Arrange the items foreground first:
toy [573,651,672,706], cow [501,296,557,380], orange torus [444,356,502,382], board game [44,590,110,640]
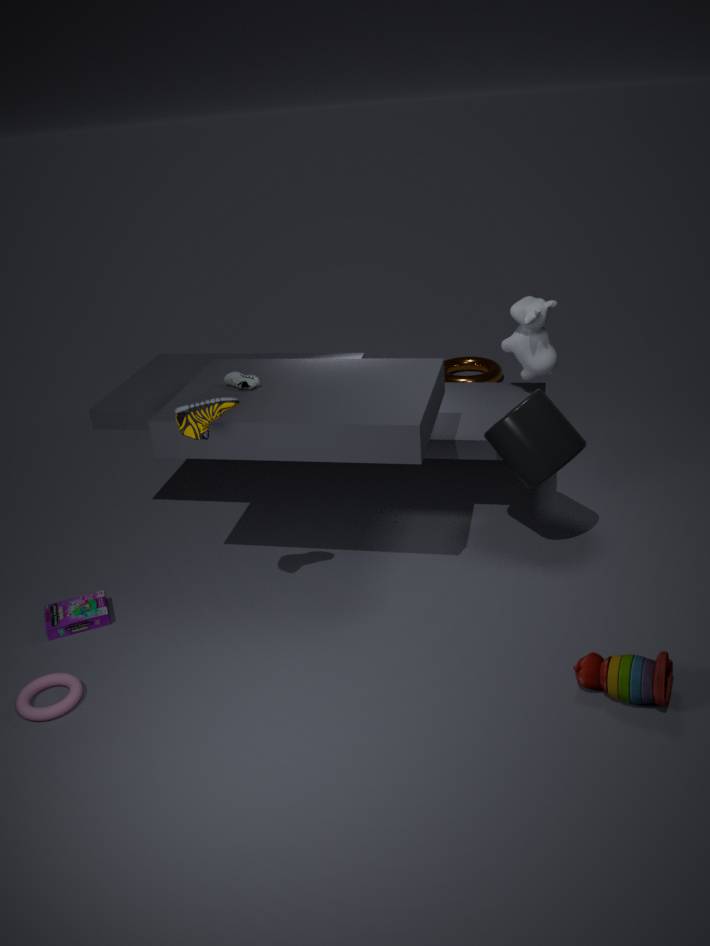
1. toy [573,651,672,706]
2. board game [44,590,110,640]
3. cow [501,296,557,380]
4. orange torus [444,356,502,382]
